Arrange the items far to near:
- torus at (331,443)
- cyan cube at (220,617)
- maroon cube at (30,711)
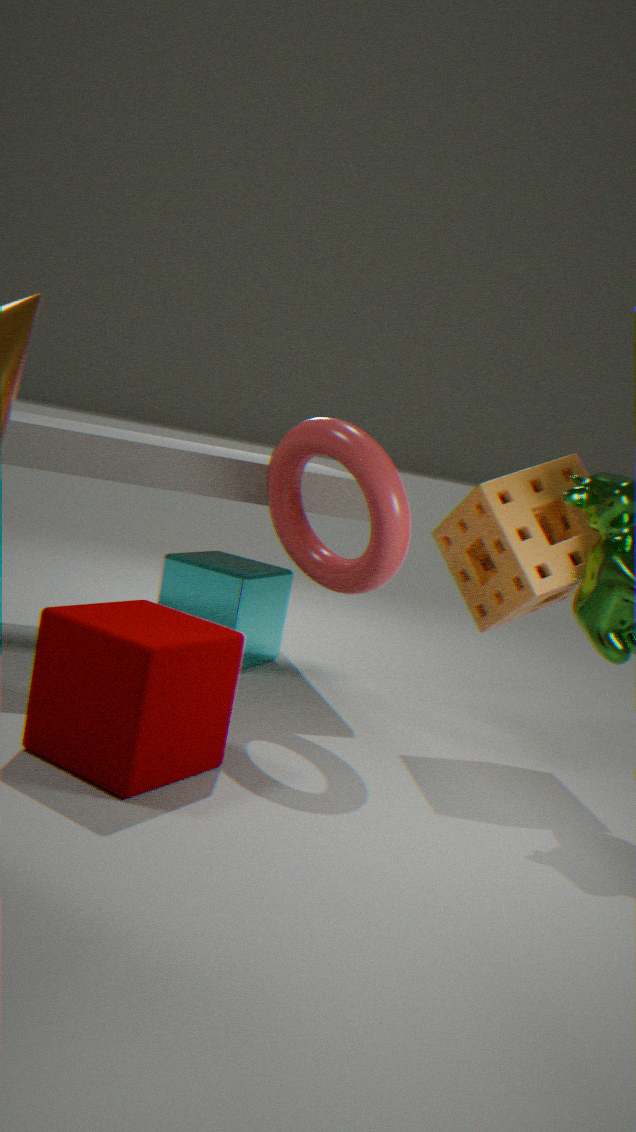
1. cyan cube at (220,617)
2. torus at (331,443)
3. maroon cube at (30,711)
